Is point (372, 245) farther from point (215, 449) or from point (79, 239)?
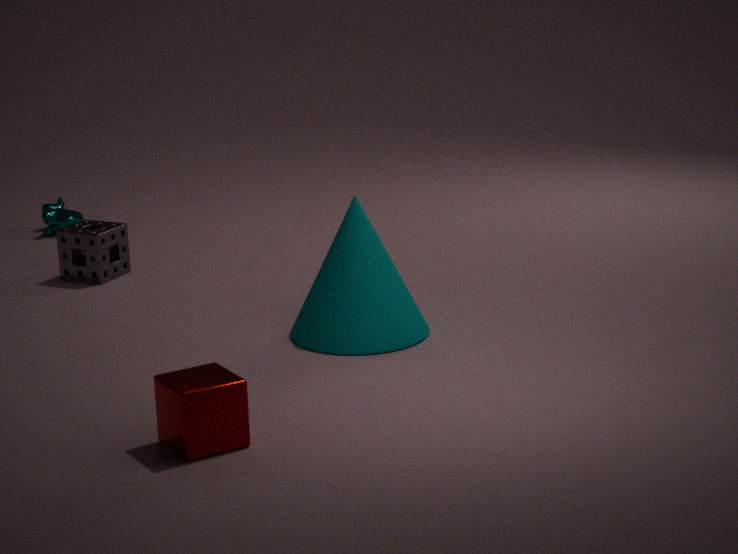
point (79, 239)
